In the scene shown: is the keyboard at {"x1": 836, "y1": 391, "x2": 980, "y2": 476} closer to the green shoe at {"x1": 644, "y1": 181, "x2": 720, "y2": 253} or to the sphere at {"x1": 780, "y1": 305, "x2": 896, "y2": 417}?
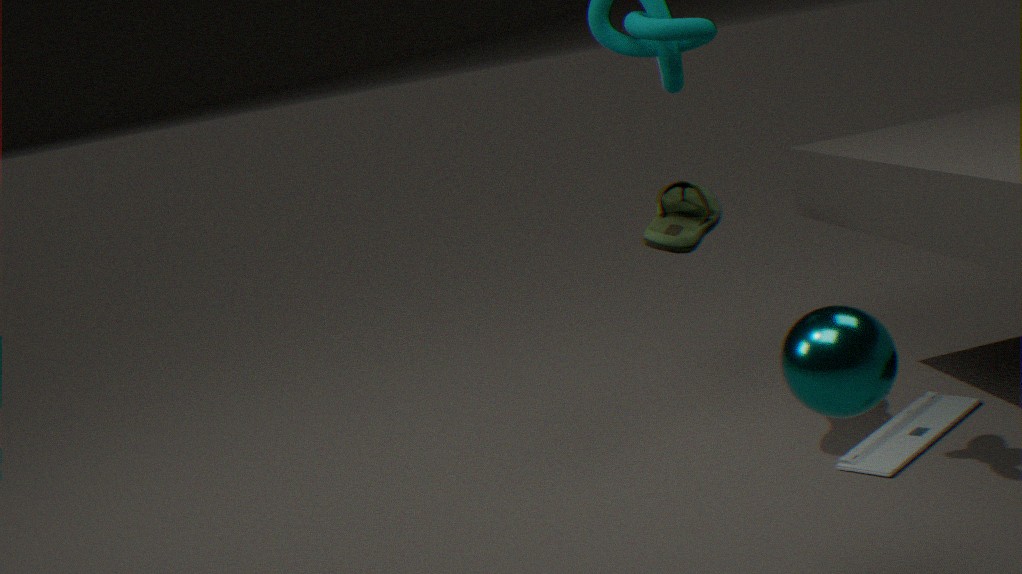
the green shoe at {"x1": 644, "y1": 181, "x2": 720, "y2": 253}
